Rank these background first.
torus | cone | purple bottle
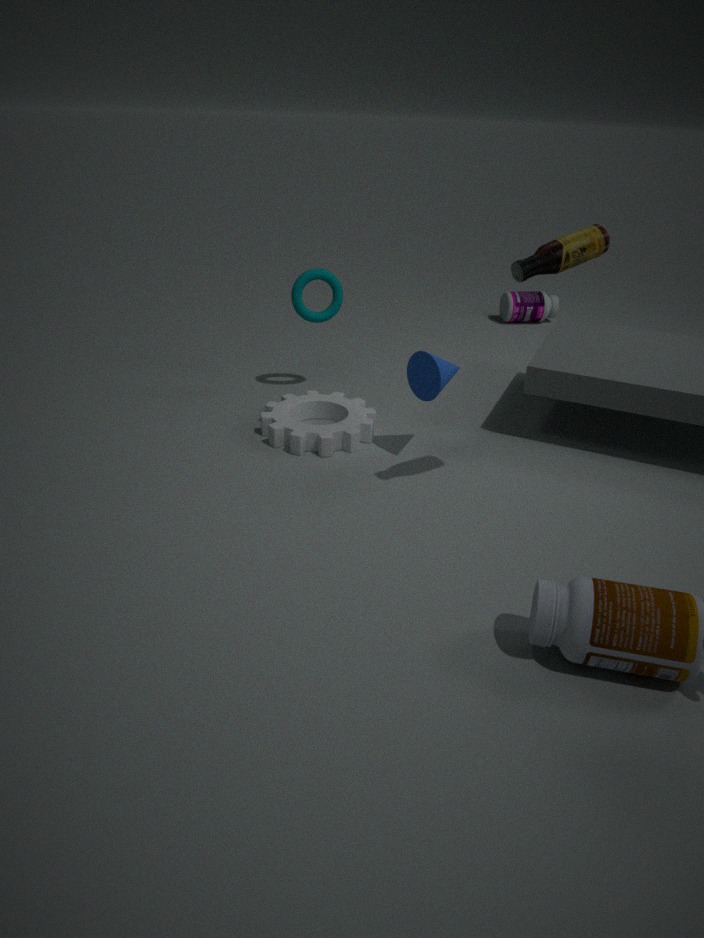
purple bottle
torus
cone
